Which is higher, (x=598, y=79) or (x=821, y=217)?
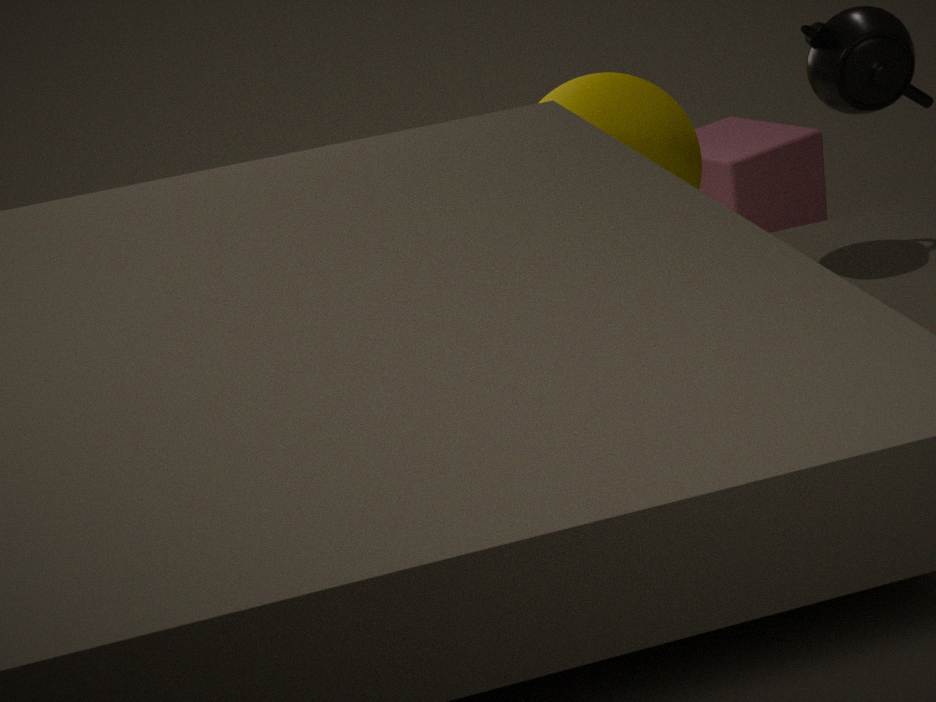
(x=598, y=79)
